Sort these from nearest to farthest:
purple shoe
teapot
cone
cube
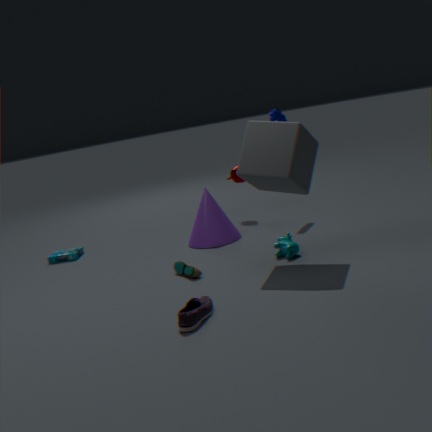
1. purple shoe
2. cube
3. cone
4. teapot
